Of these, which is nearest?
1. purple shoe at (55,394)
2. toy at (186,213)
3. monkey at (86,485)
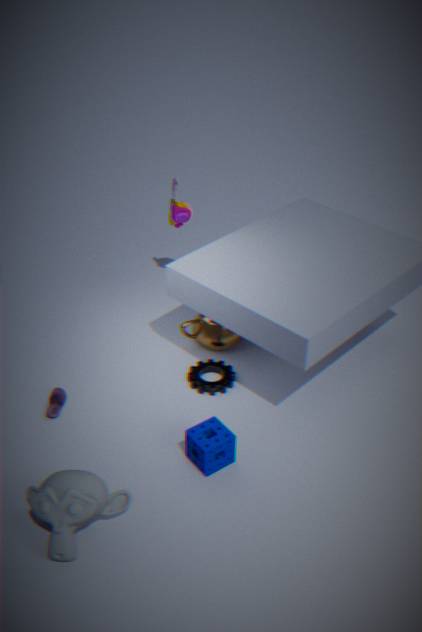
monkey at (86,485)
